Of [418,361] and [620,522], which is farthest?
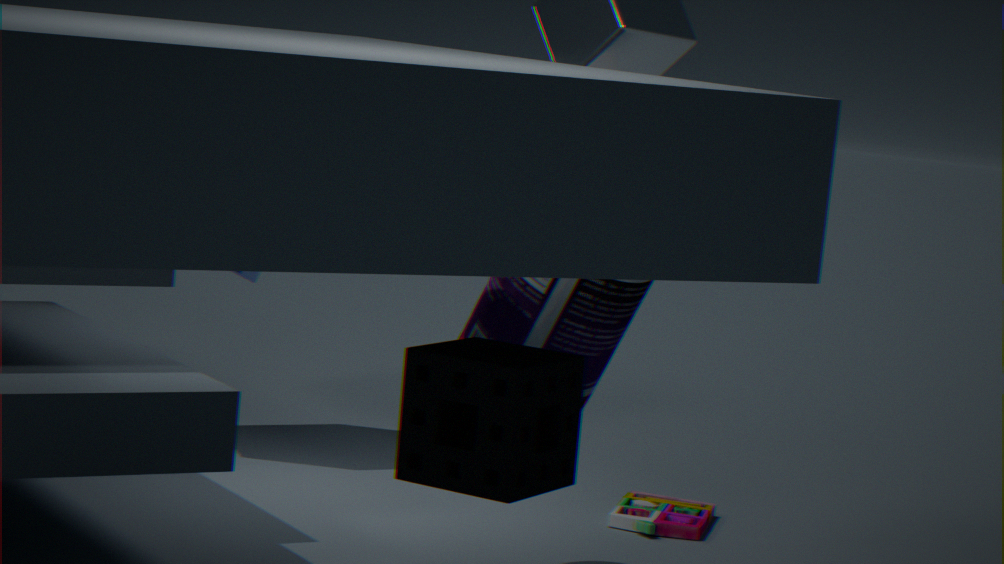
[620,522]
